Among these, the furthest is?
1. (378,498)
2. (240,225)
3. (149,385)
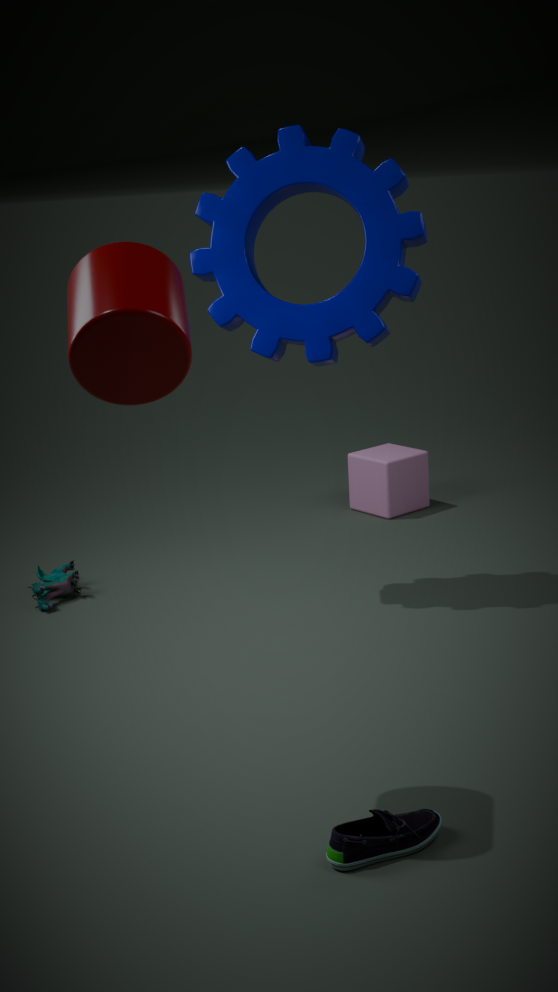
(378,498)
